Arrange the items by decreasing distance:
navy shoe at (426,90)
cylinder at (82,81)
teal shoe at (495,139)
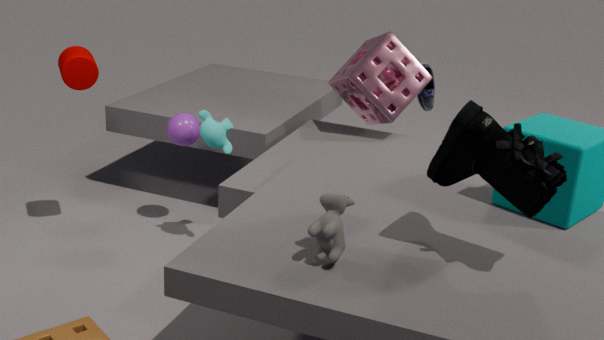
navy shoe at (426,90), cylinder at (82,81), teal shoe at (495,139)
